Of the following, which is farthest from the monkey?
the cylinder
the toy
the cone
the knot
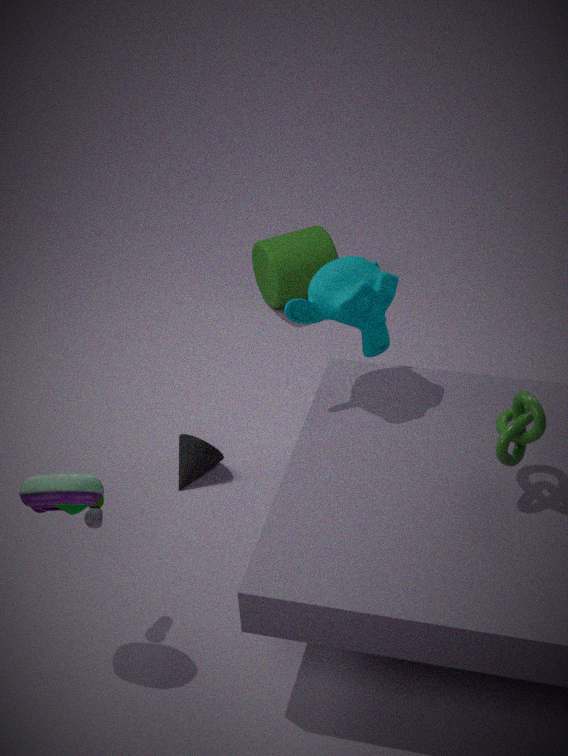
the cylinder
